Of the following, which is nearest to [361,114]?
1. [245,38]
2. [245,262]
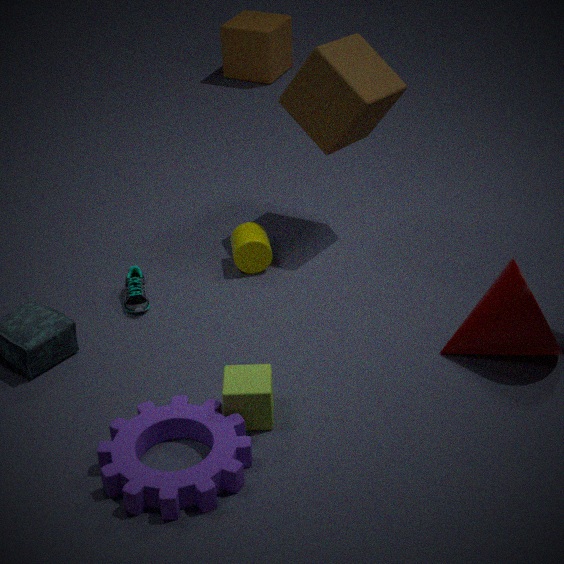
[245,262]
